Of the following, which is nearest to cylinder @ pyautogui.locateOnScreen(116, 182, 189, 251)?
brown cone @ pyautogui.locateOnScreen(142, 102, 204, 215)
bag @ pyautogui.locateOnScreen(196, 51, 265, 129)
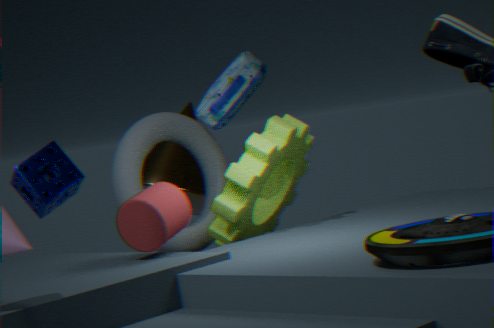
bag @ pyautogui.locateOnScreen(196, 51, 265, 129)
